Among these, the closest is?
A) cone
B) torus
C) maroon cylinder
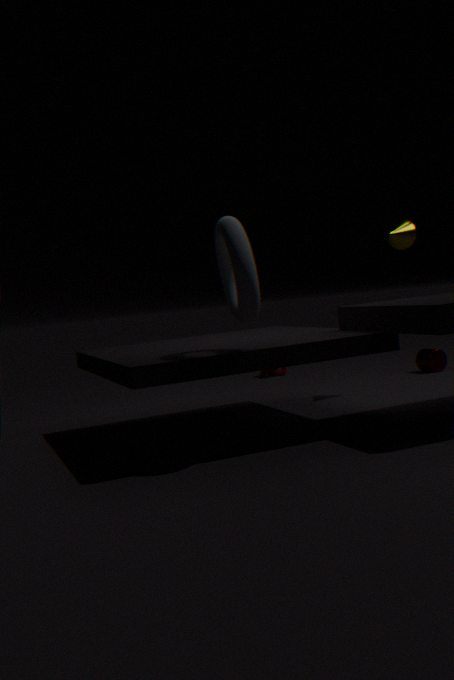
torus
